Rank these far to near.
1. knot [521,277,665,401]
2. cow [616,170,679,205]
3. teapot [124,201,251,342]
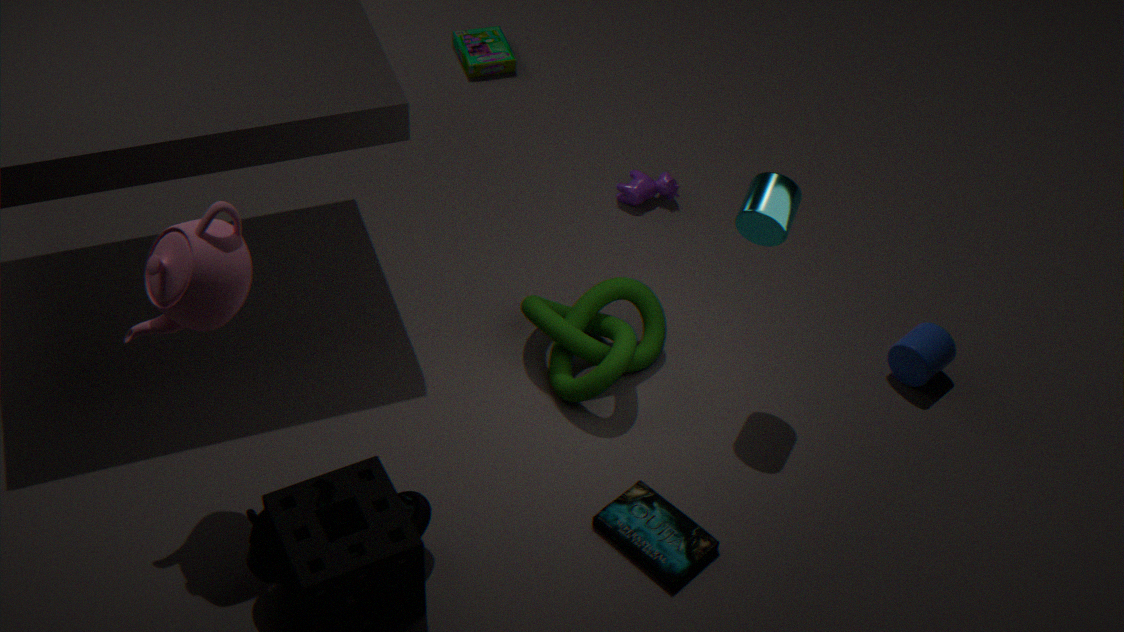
cow [616,170,679,205]
knot [521,277,665,401]
teapot [124,201,251,342]
